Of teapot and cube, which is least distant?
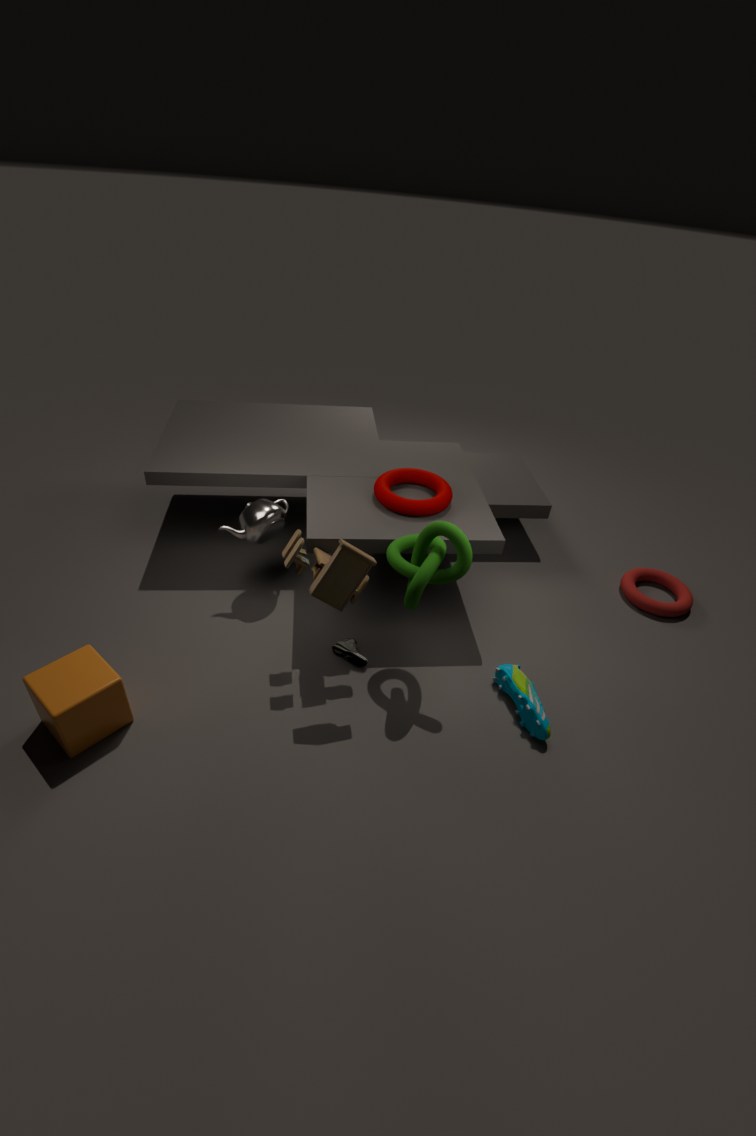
cube
